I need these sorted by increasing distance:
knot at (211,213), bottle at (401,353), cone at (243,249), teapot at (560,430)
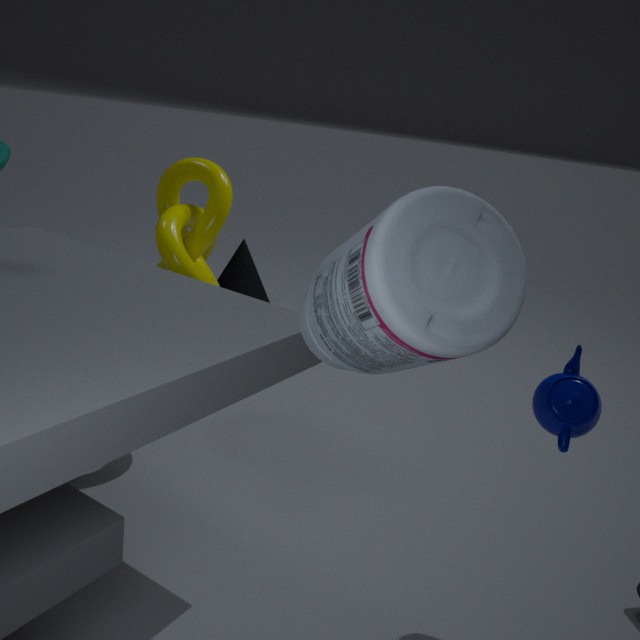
bottle at (401,353) < teapot at (560,430) < knot at (211,213) < cone at (243,249)
